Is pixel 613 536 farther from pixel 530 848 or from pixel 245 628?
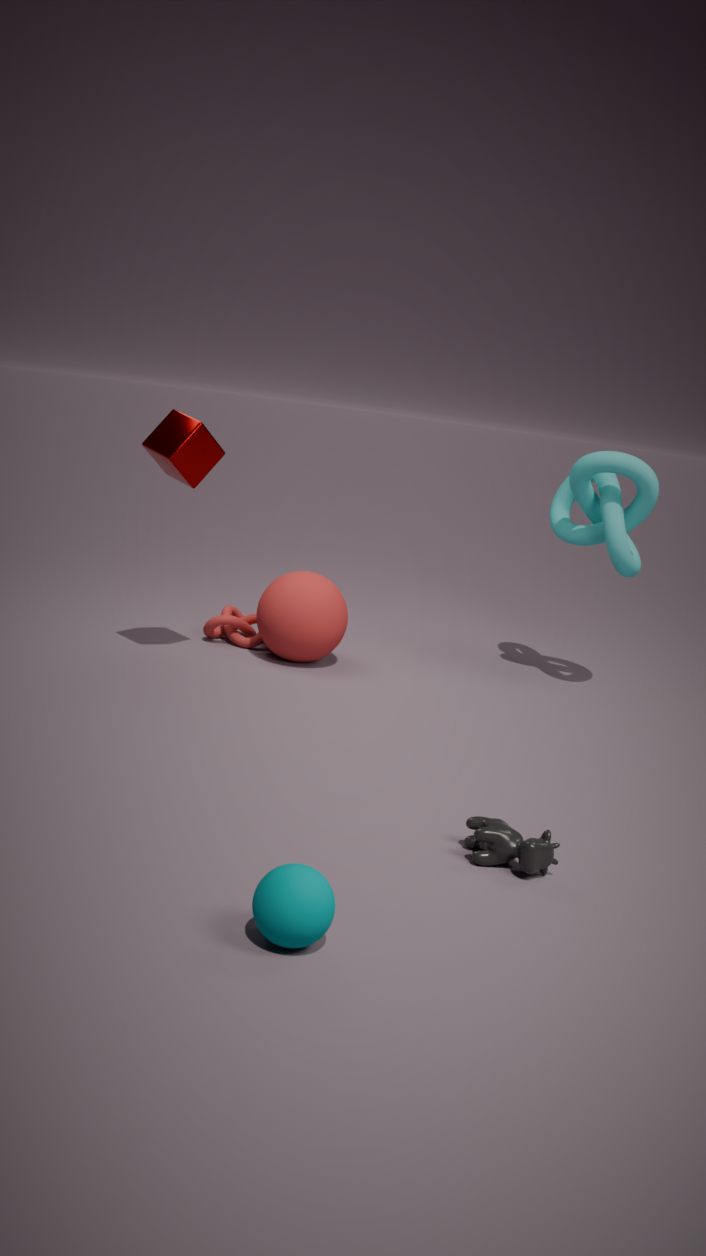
pixel 530 848
